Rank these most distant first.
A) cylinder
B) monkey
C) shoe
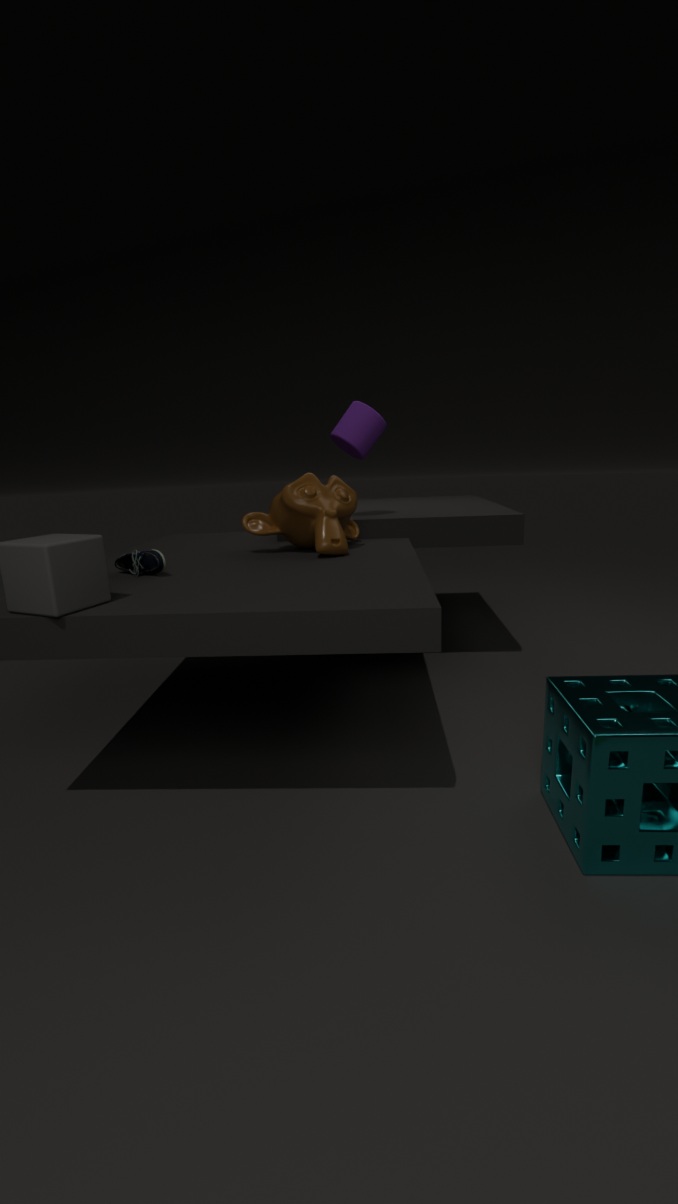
1. cylinder
2. monkey
3. shoe
